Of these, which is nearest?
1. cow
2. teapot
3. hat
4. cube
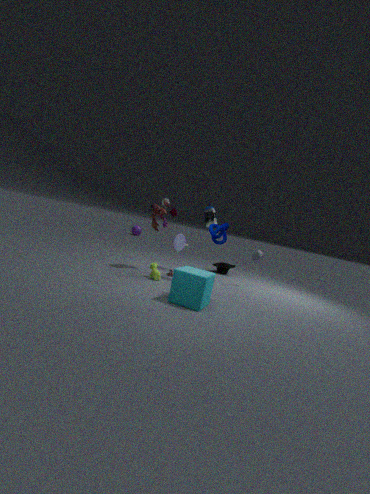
cube
